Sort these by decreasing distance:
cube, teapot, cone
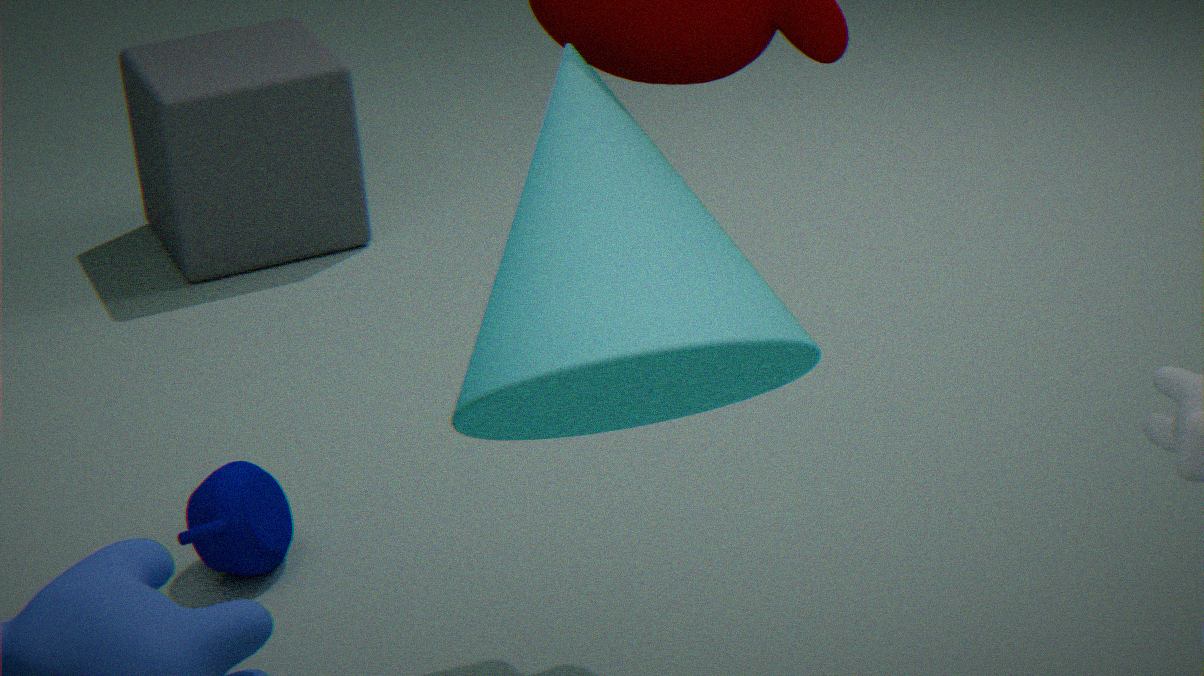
cube < teapot < cone
